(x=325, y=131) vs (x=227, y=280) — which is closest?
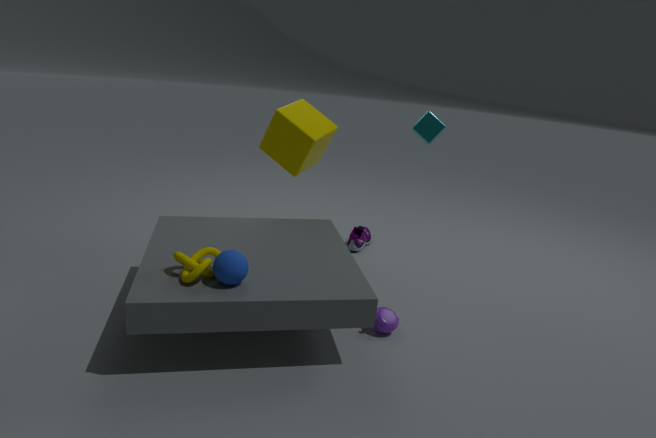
(x=227, y=280)
